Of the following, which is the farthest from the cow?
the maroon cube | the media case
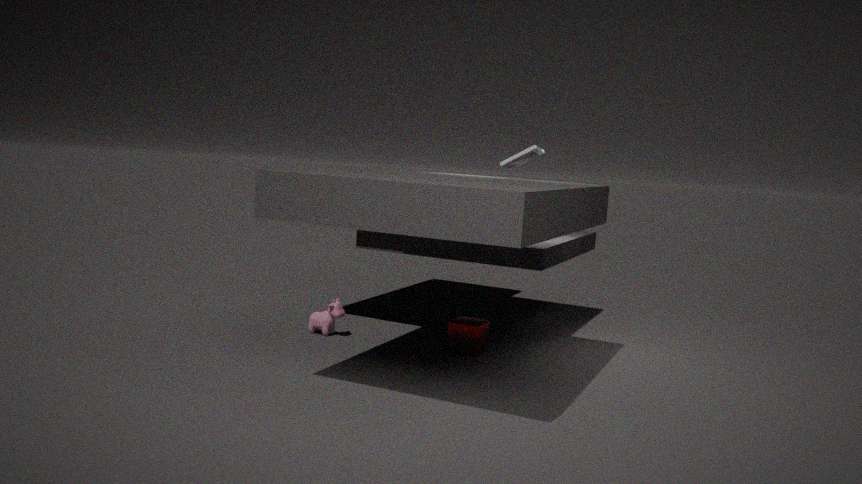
the media case
